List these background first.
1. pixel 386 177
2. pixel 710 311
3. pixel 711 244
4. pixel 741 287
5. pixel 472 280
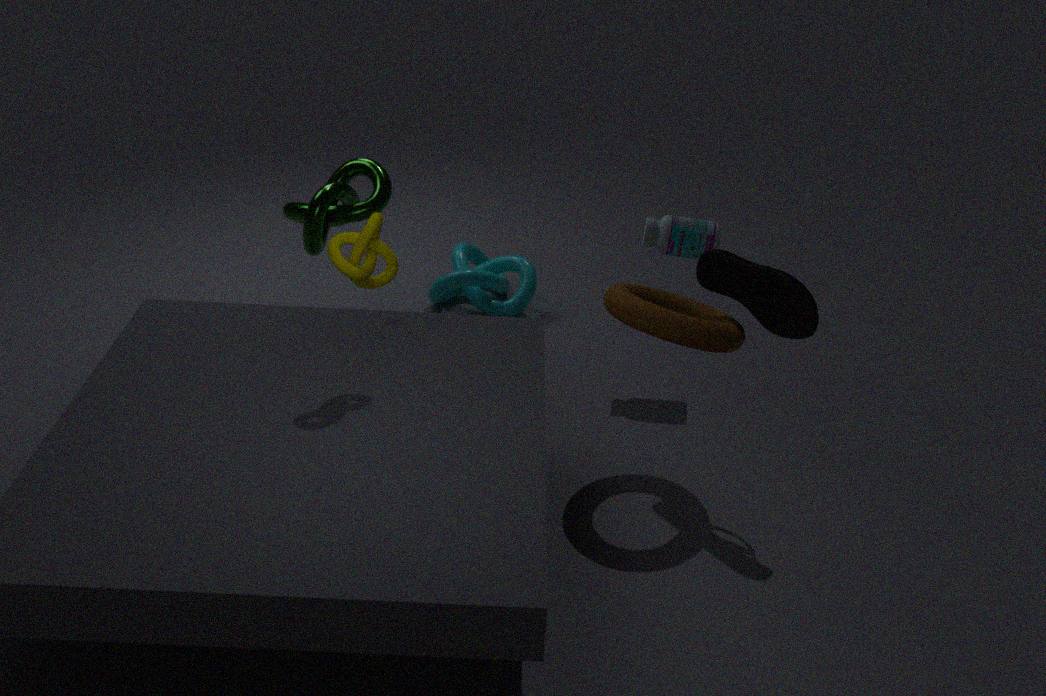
pixel 472 280
pixel 386 177
pixel 711 244
pixel 710 311
pixel 741 287
